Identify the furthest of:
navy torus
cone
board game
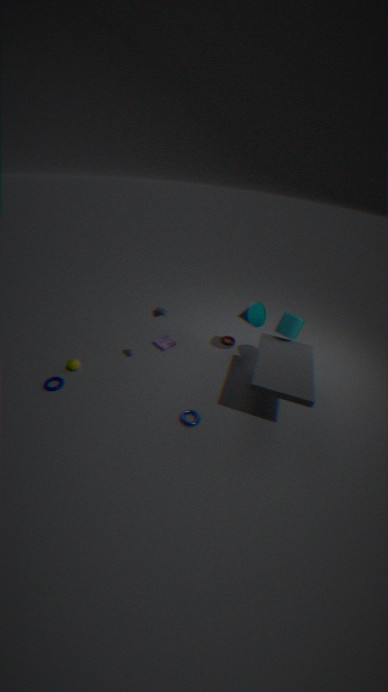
board game
